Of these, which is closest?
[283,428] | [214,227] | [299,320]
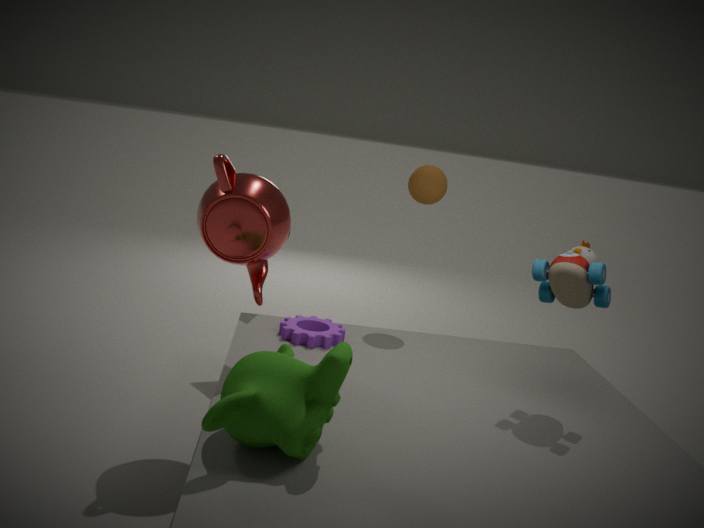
[283,428]
